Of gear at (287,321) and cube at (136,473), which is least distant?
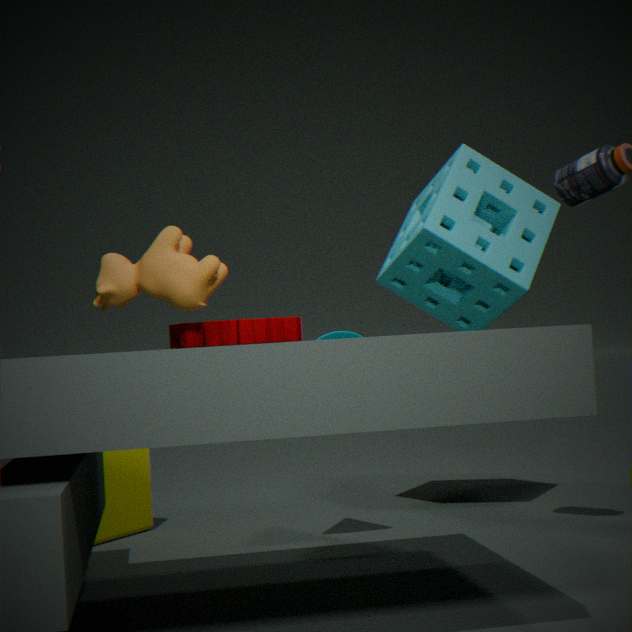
gear at (287,321)
